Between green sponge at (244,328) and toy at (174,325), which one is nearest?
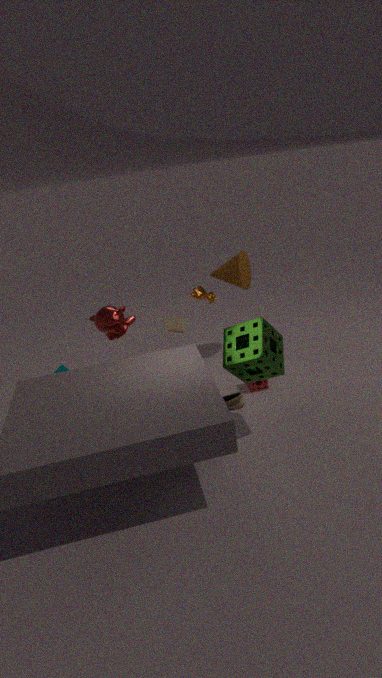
green sponge at (244,328)
